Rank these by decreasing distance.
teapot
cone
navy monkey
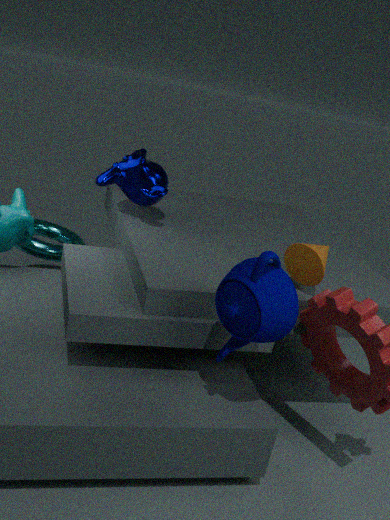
navy monkey, cone, teapot
